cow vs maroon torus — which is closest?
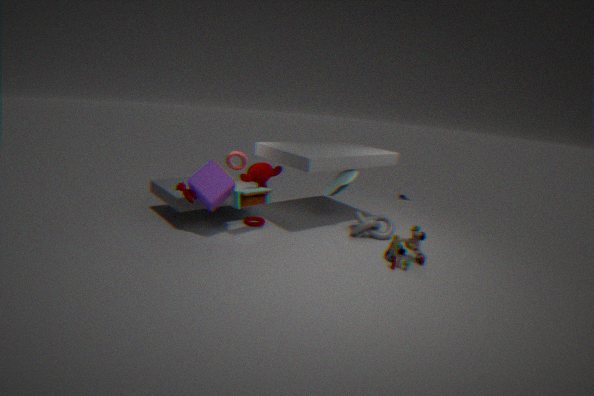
cow
